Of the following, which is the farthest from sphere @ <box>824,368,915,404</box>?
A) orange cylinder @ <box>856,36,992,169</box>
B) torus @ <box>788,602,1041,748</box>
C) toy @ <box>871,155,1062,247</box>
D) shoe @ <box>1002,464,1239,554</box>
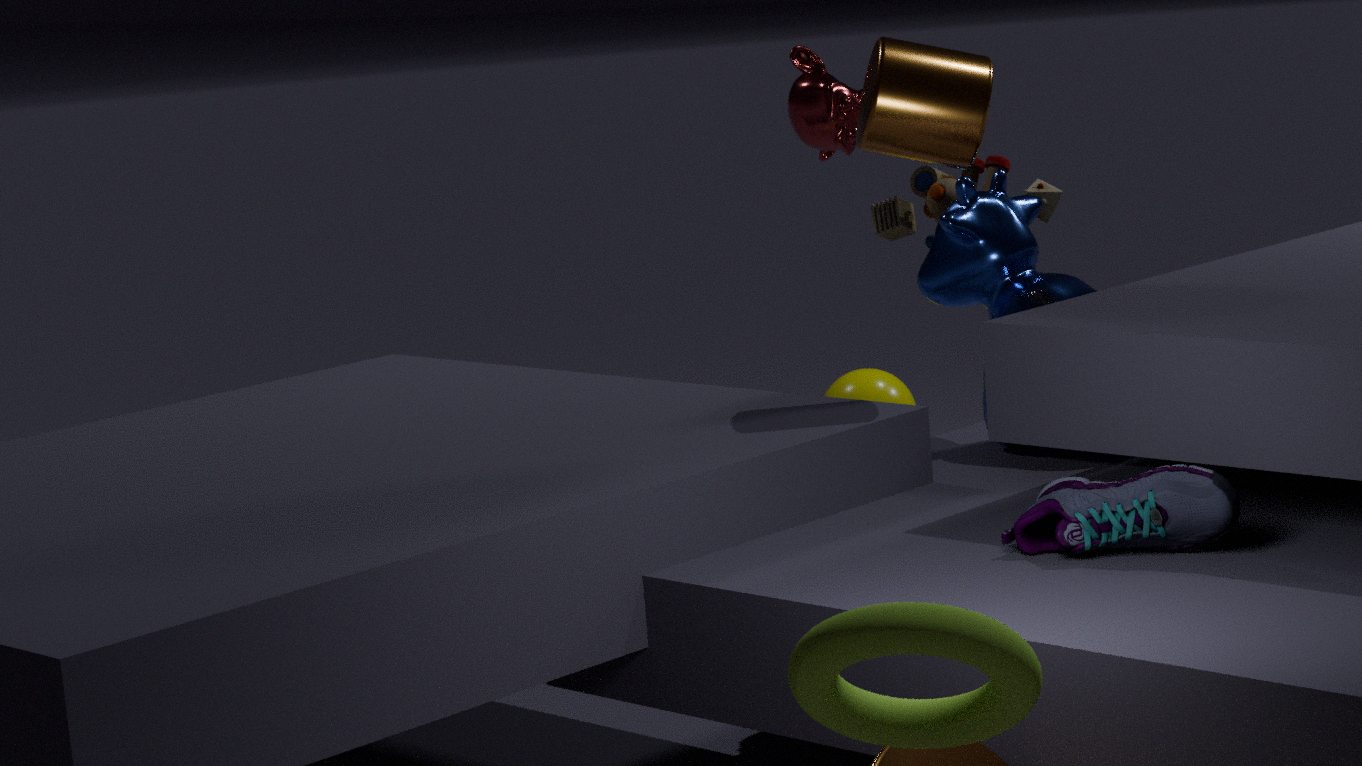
torus @ <box>788,602,1041,748</box>
